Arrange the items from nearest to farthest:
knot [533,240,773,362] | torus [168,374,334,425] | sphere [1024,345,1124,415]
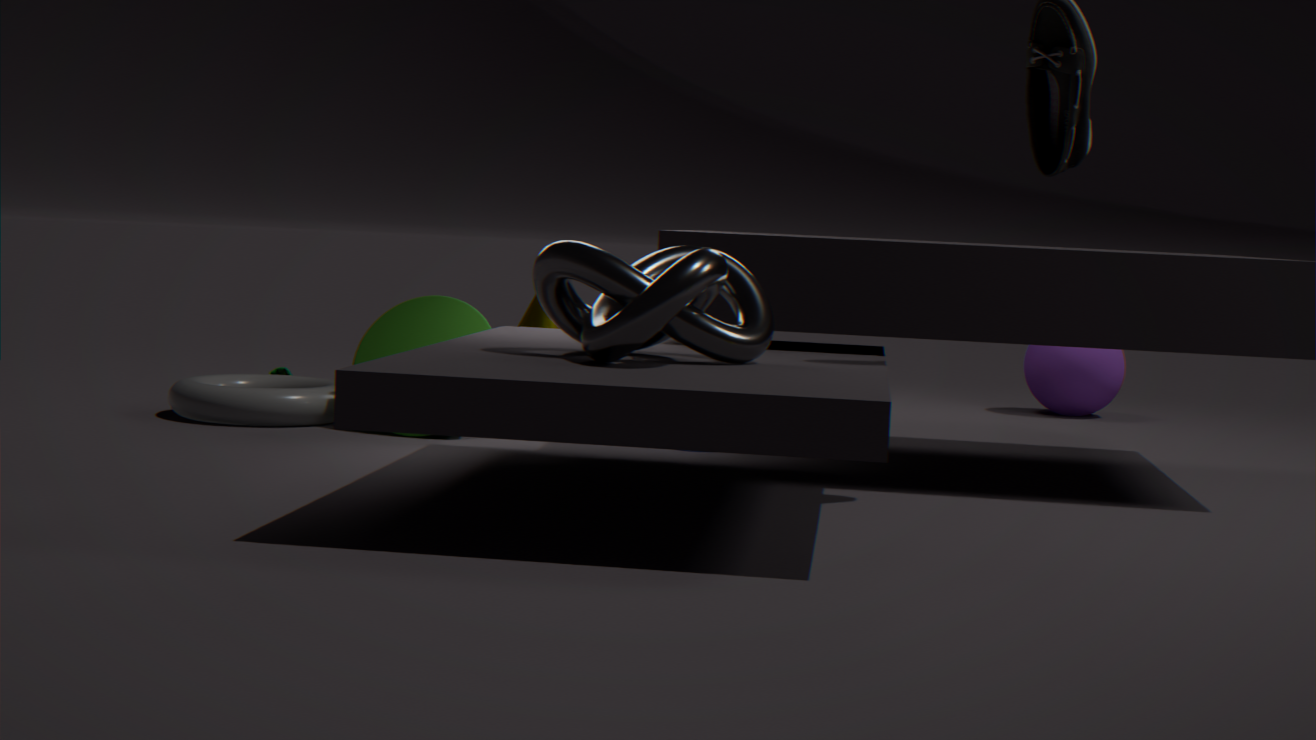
knot [533,240,773,362], torus [168,374,334,425], sphere [1024,345,1124,415]
